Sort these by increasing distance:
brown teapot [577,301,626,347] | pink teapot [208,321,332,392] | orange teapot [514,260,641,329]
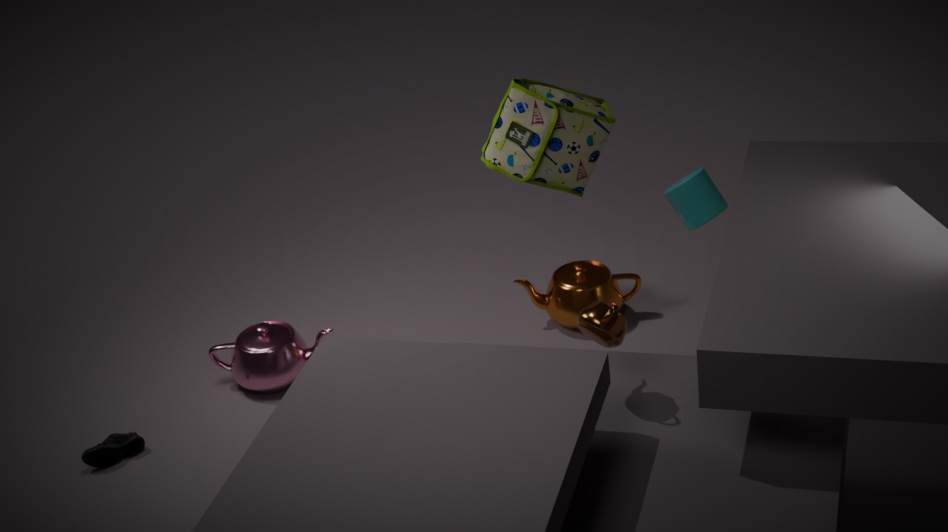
1. brown teapot [577,301,626,347]
2. pink teapot [208,321,332,392]
3. orange teapot [514,260,641,329]
